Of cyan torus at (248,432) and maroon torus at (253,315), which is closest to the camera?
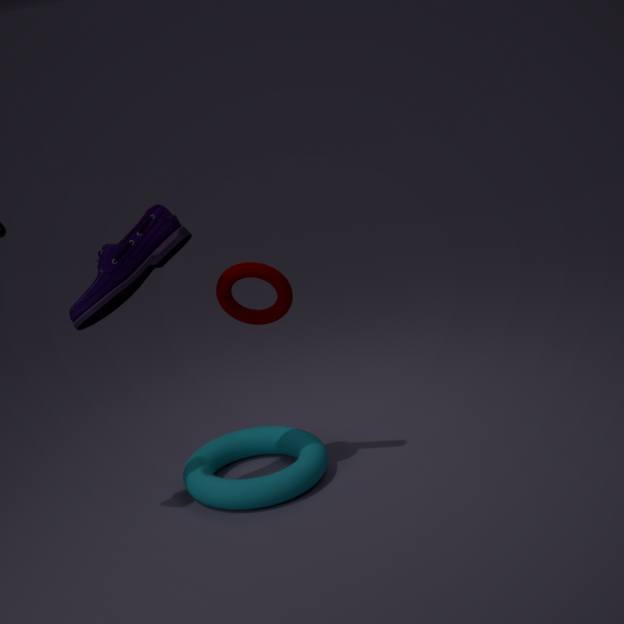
maroon torus at (253,315)
